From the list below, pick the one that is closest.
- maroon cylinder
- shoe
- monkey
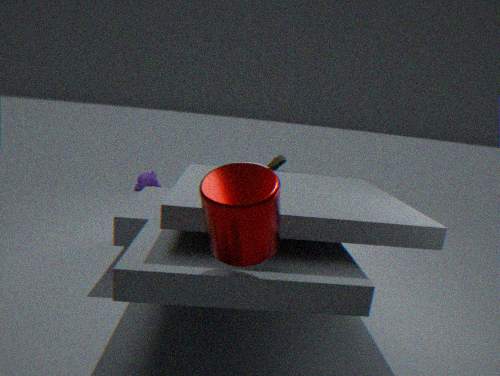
maroon cylinder
